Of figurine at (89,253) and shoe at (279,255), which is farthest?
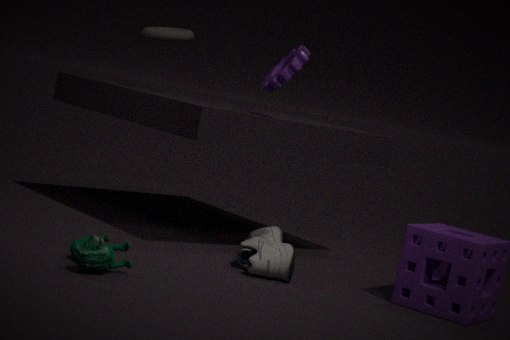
shoe at (279,255)
